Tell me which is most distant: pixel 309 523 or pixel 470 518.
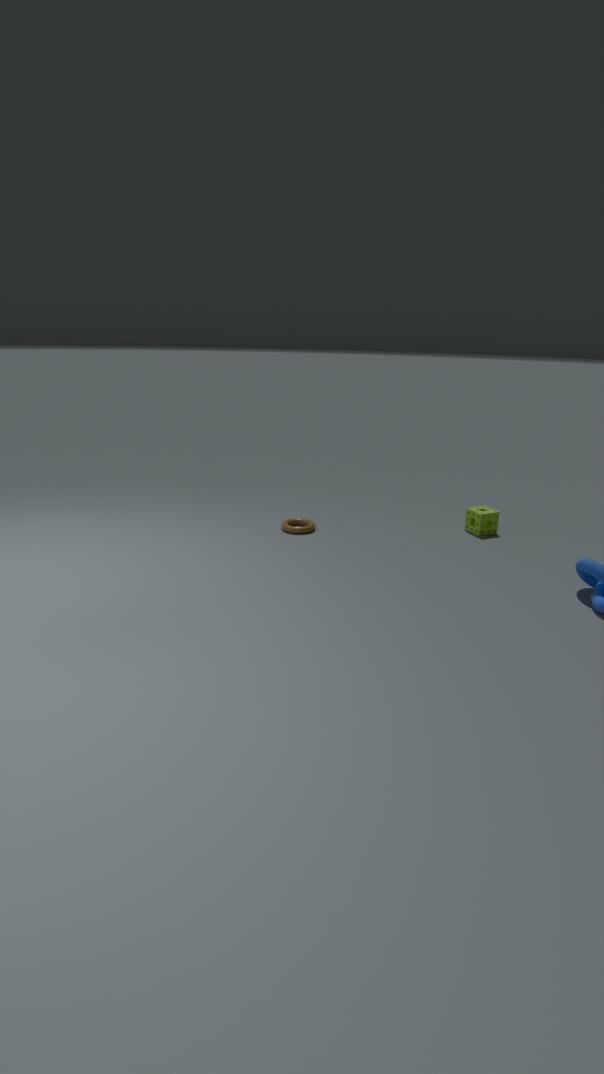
pixel 309 523
